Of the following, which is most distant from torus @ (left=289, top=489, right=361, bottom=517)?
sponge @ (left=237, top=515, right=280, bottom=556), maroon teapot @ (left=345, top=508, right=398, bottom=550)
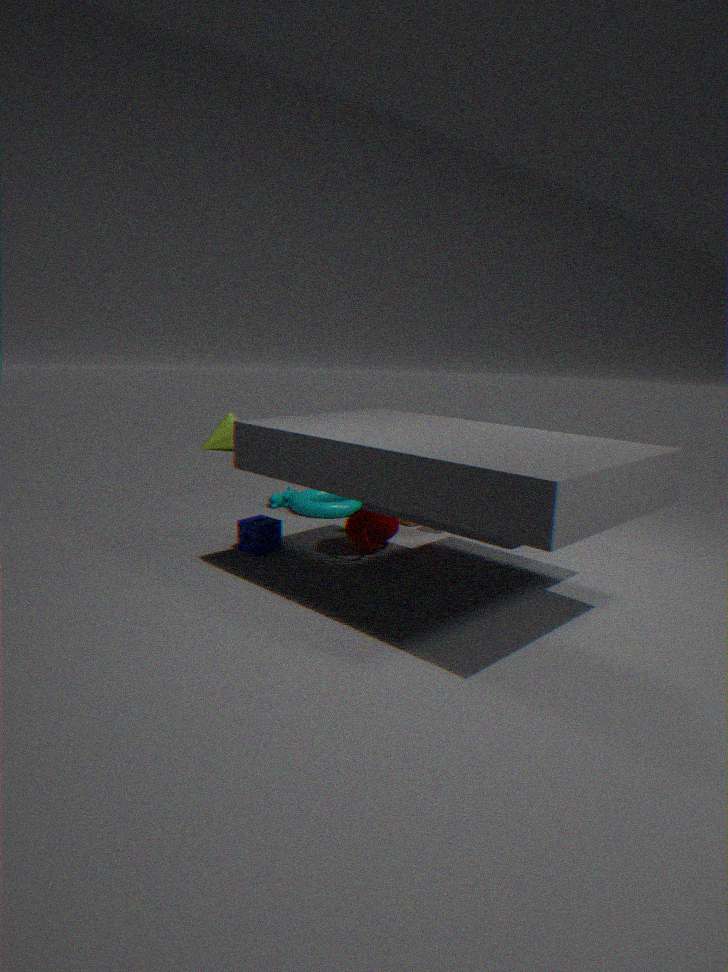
sponge @ (left=237, top=515, right=280, bottom=556)
